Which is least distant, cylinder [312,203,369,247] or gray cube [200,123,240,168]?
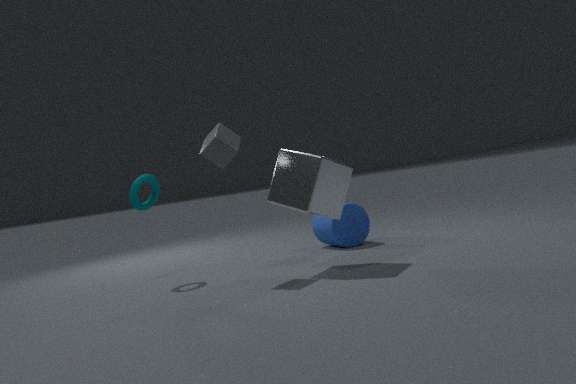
gray cube [200,123,240,168]
